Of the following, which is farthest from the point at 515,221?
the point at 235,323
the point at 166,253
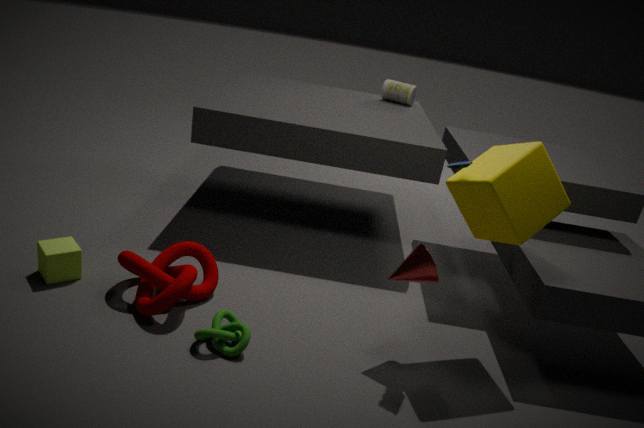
the point at 166,253
